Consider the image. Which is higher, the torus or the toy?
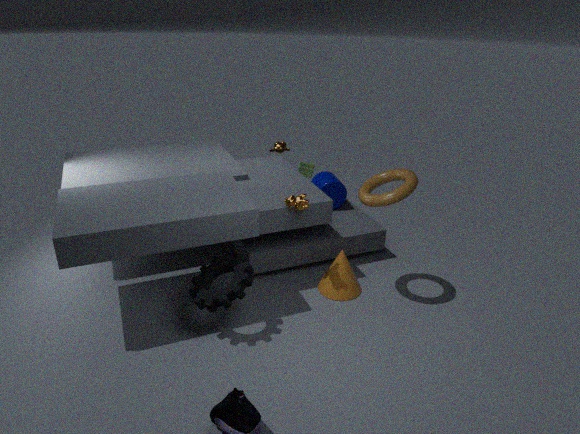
the torus
